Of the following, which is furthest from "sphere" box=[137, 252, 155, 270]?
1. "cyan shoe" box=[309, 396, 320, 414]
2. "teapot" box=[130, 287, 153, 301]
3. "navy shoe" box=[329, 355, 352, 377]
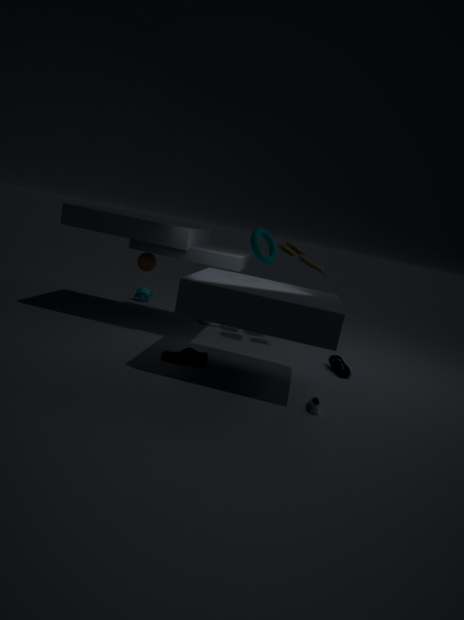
"cyan shoe" box=[309, 396, 320, 414]
